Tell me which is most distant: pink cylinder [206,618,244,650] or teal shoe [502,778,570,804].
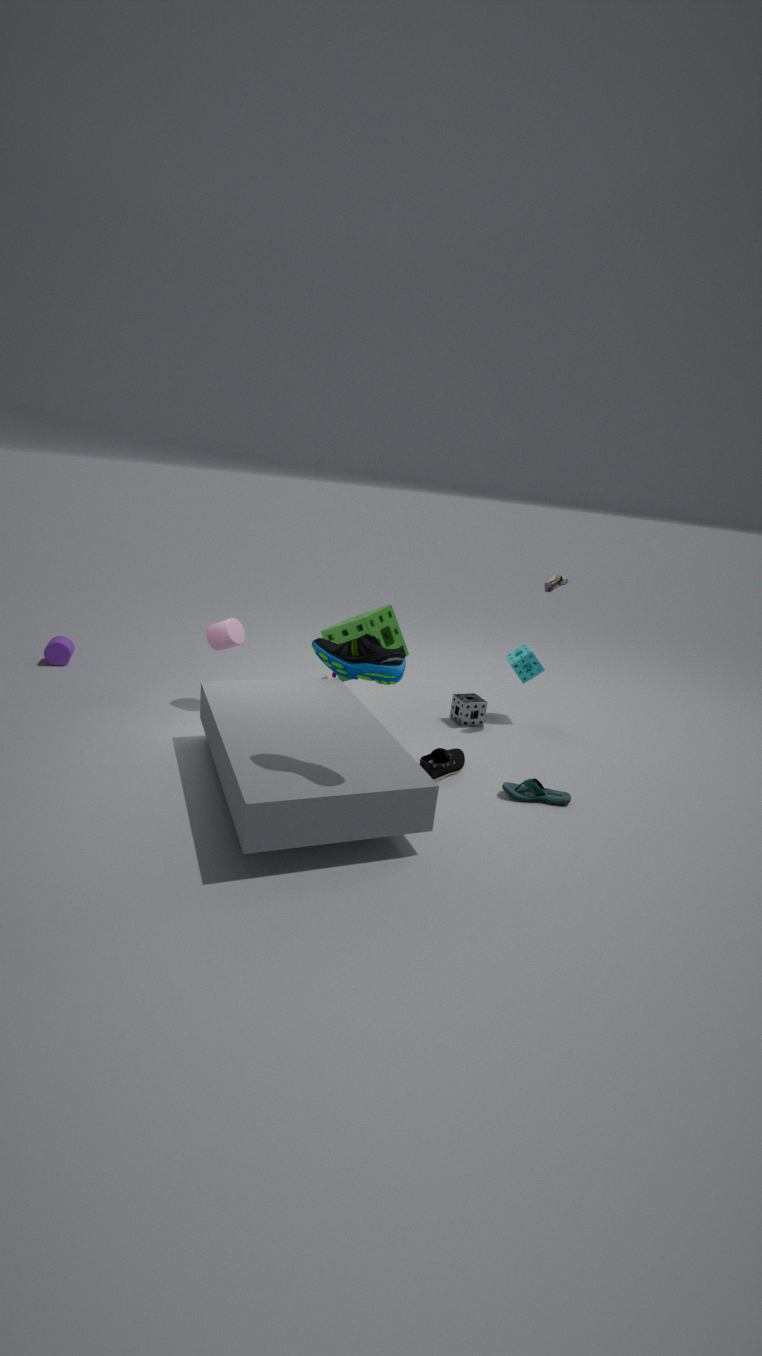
pink cylinder [206,618,244,650]
